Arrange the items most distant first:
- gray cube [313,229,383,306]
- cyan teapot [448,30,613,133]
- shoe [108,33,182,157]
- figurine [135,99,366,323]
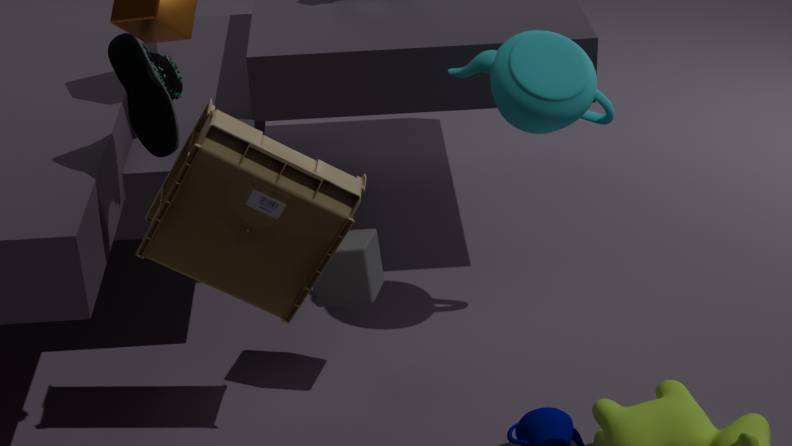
cyan teapot [448,30,613,133], gray cube [313,229,383,306], figurine [135,99,366,323], shoe [108,33,182,157]
